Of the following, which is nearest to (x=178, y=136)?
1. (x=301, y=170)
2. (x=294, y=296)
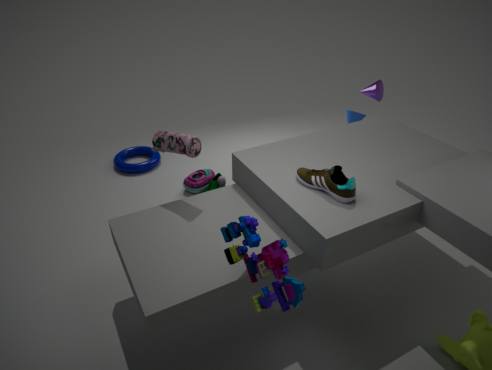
(x=301, y=170)
